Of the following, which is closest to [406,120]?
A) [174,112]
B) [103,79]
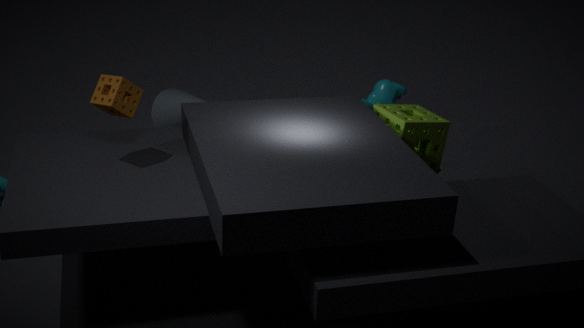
[174,112]
